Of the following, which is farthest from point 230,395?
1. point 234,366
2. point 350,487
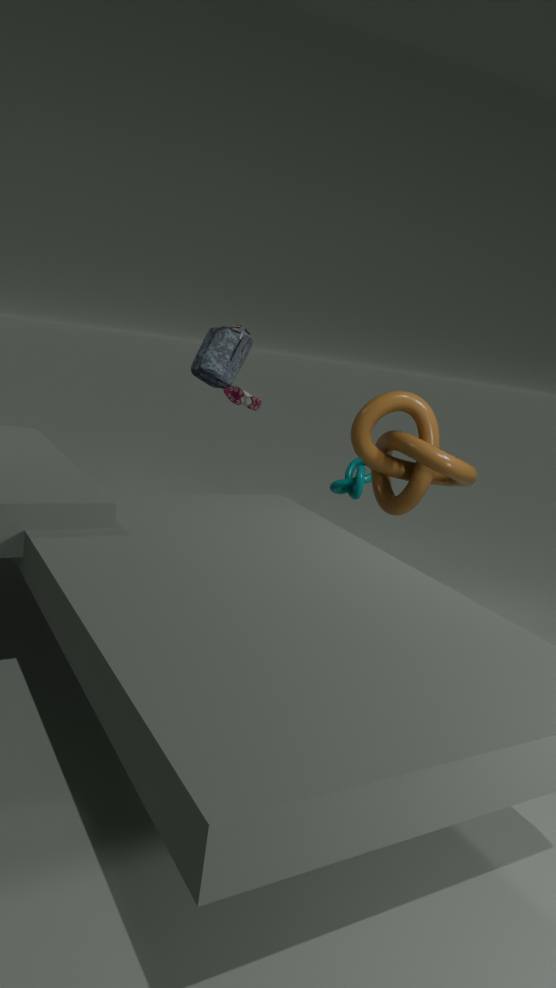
point 350,487
